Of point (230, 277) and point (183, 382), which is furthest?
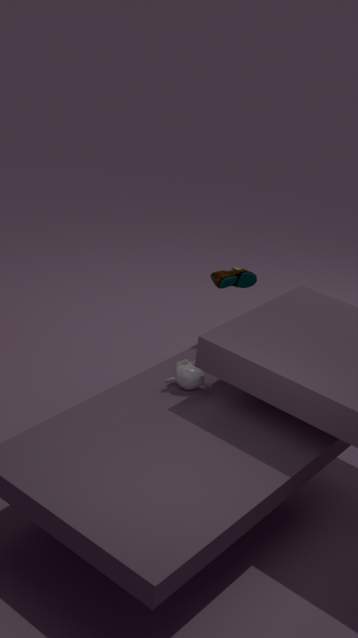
point (230, 277)
